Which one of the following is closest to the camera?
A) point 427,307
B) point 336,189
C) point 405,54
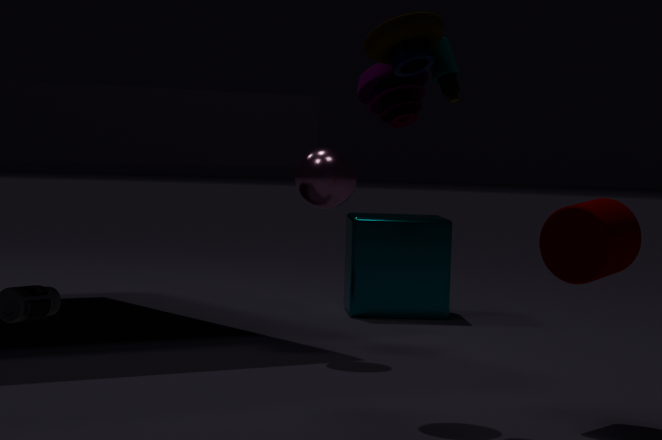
C. point 405,54
